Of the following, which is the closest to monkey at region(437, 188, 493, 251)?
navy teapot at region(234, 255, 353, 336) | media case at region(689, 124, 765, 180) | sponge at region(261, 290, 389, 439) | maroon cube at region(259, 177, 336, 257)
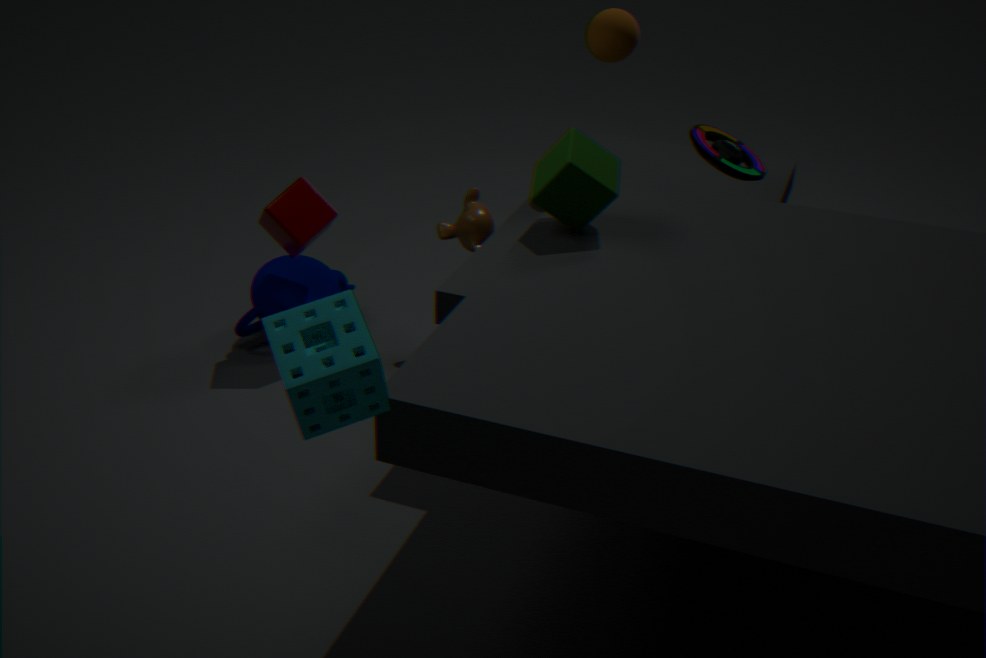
maroon cube at region(259, 177, 336, 257)
